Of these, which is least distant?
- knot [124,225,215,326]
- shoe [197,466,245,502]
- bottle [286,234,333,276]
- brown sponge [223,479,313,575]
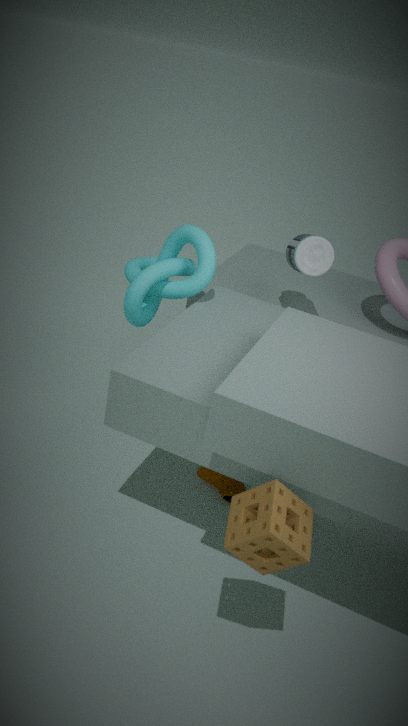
brown sponge [223,479,313,575]
